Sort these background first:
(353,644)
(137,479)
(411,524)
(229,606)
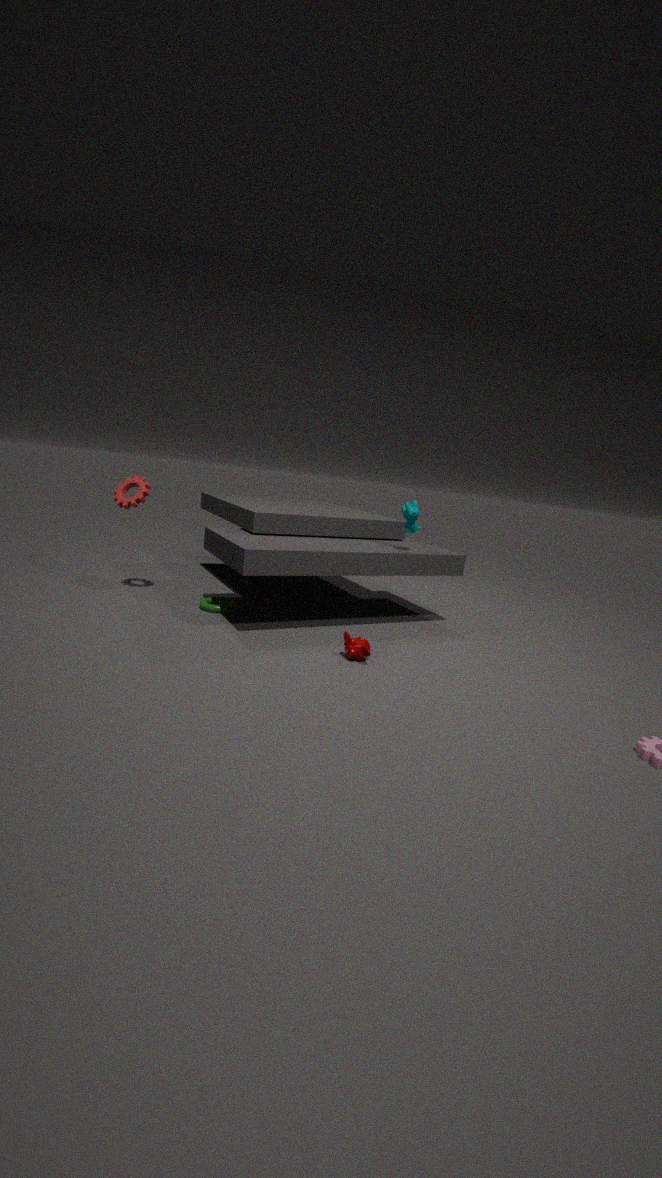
(137,479), (411,524), (229,606), (353,644)
